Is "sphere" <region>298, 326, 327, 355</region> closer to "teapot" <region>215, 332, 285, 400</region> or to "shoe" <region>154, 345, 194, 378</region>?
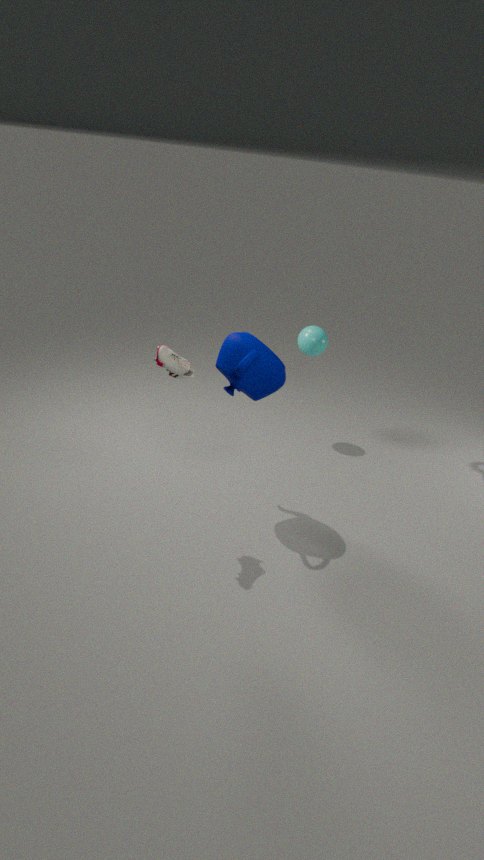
"teapot" <region>215, 332, 285, 400</region>
